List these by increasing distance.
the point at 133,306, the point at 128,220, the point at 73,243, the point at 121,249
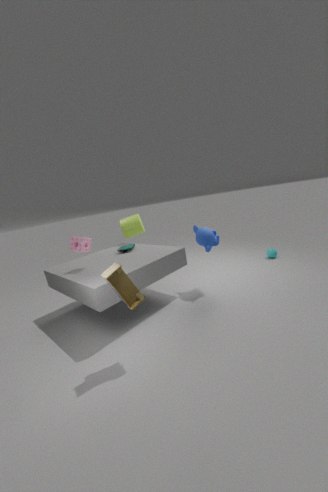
the point at 133,306 < the point at 73,243 < the point at 121,249 < the point at 128,220
